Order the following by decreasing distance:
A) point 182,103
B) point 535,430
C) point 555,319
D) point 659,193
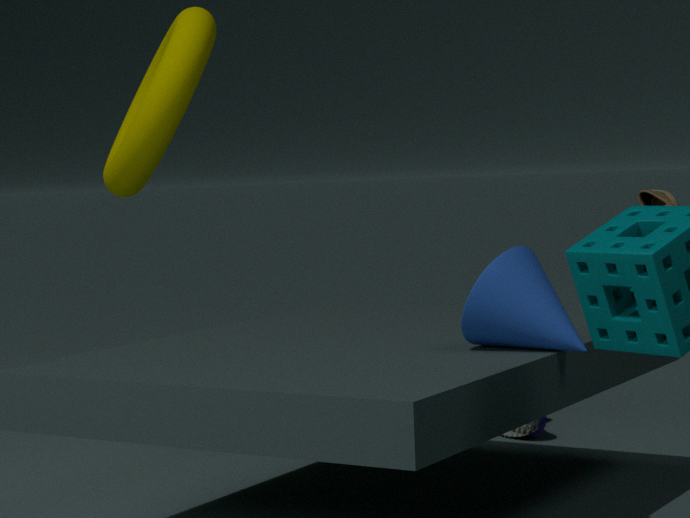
point 535,430
point 182,103
point 659,193
point 555,319
